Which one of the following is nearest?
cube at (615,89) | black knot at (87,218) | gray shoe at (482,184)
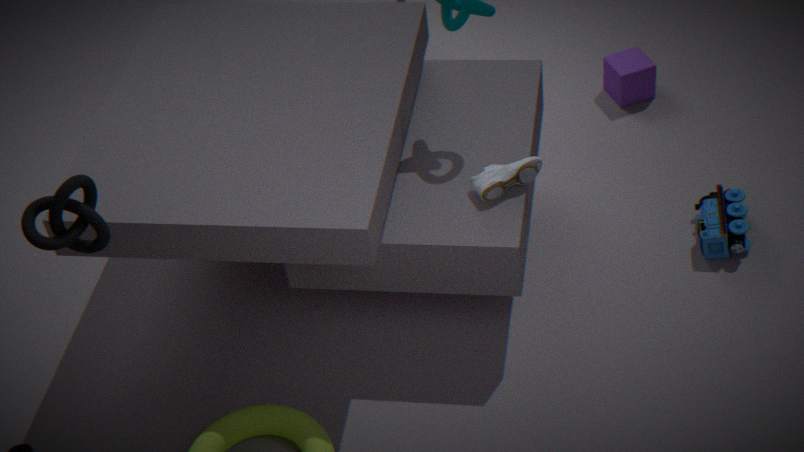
black knot at (87,218)
